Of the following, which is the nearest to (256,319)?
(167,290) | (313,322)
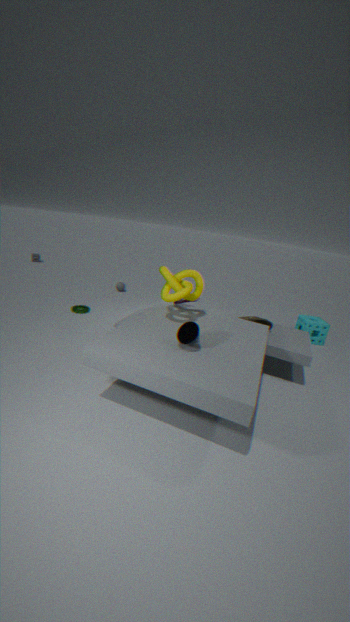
(167,290)
